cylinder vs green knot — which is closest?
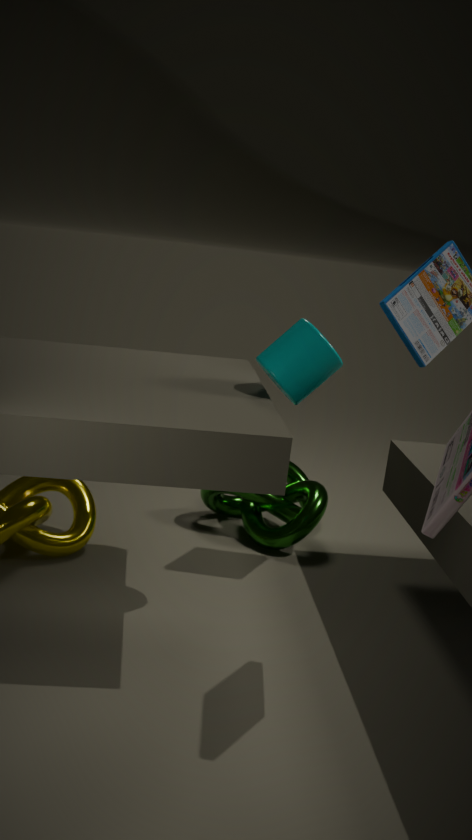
cylinder
